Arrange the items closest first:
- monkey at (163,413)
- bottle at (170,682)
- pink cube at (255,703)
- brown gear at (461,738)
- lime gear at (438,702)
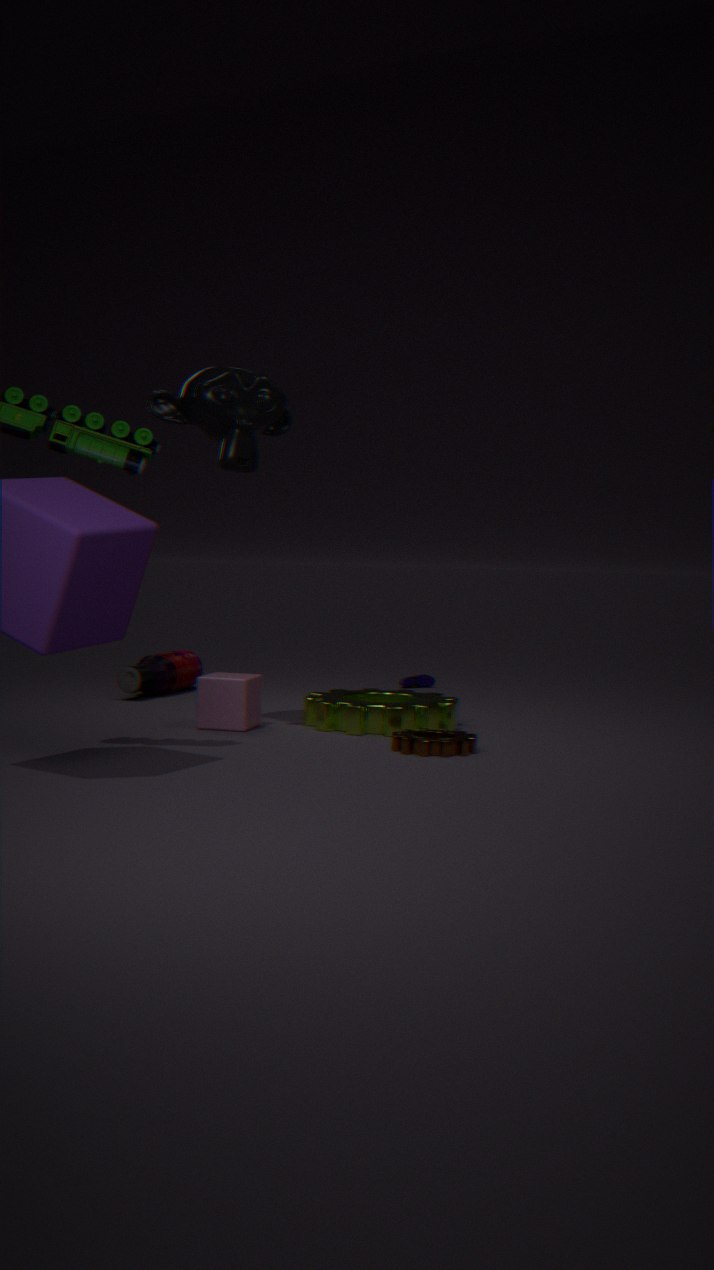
1. brown gear at (461,738)
2. monkey at (163,413)
3. lime gear at (438,702)
4. pink cube at (255,703)
5. bottle at (170,682)
